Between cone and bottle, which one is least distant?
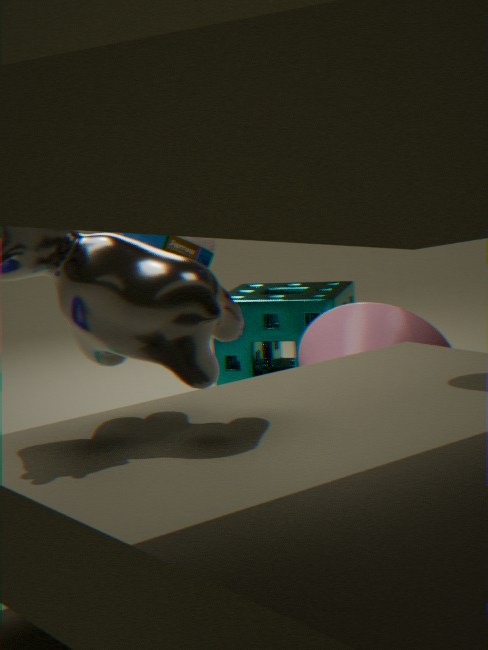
bottle
